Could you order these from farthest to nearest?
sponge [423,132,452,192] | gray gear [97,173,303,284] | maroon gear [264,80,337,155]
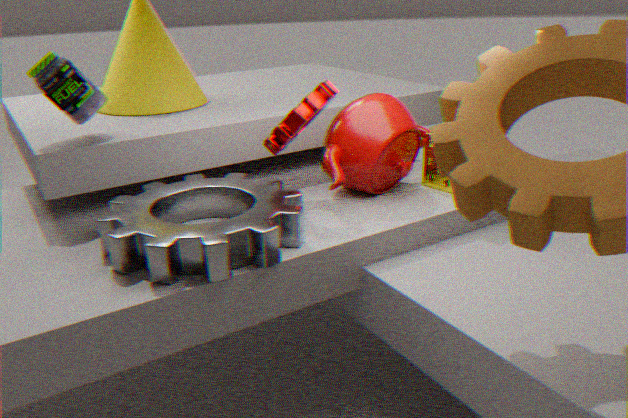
sponge [423,132,452,192] < maroon gear [264,80,337,155] < gray gear [97,173,303,284]
